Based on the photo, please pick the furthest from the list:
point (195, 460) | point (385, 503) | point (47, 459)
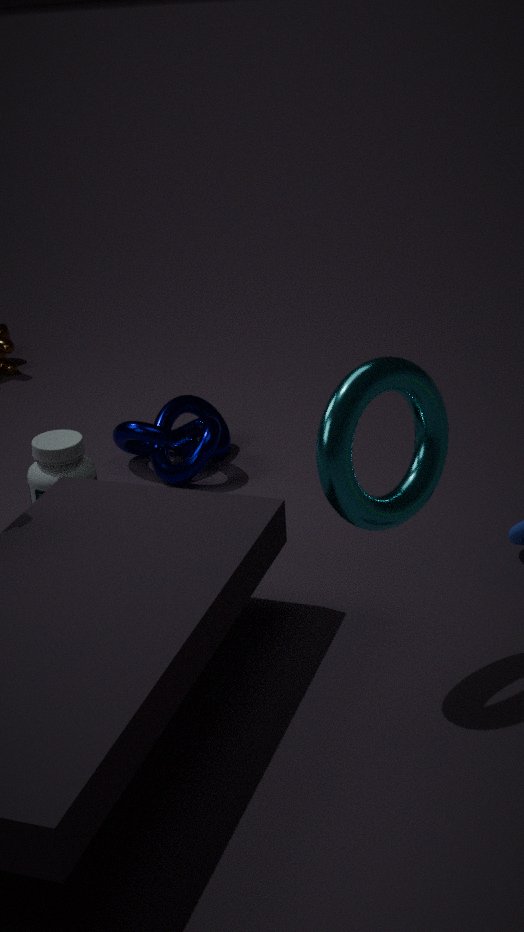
point (195, 460)
